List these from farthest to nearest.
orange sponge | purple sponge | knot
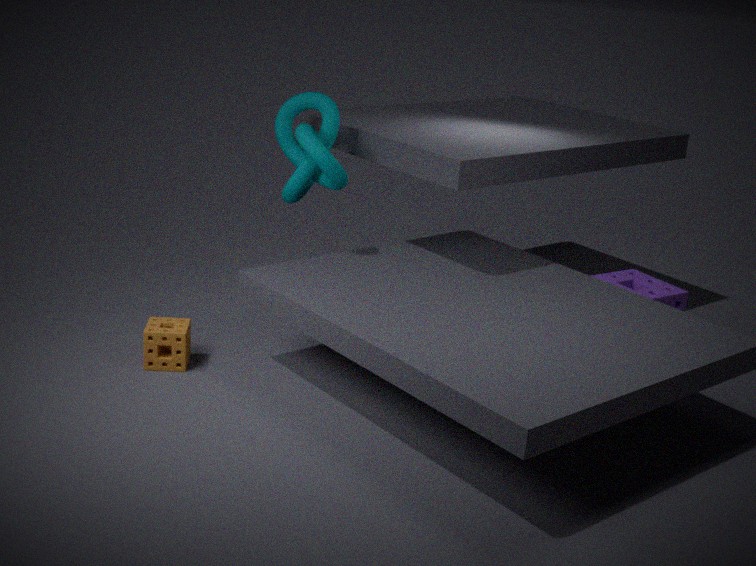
purple sponge < knot < orange sponge
